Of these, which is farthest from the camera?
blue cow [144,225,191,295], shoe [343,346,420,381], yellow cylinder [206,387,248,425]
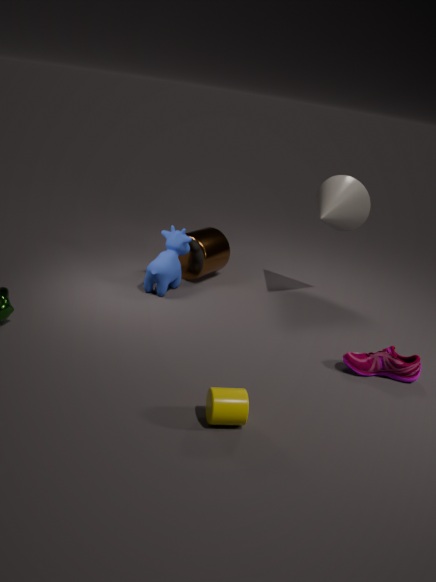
blue cow [144,225,191,295]
